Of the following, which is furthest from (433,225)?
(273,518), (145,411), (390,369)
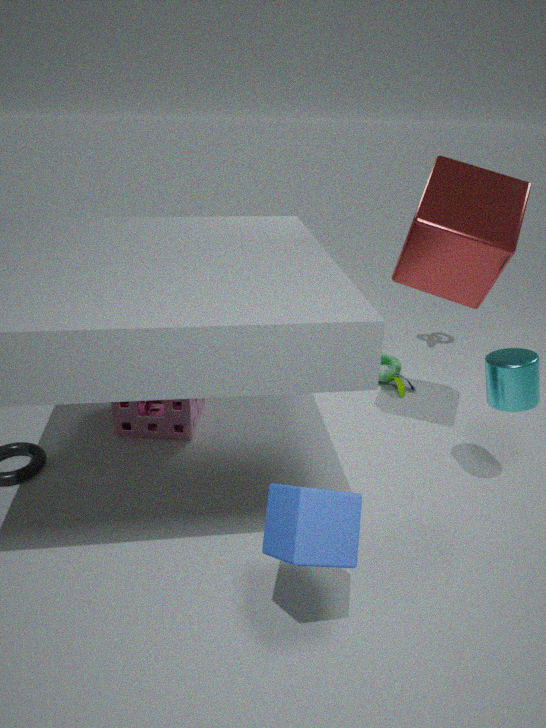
(145,411)
